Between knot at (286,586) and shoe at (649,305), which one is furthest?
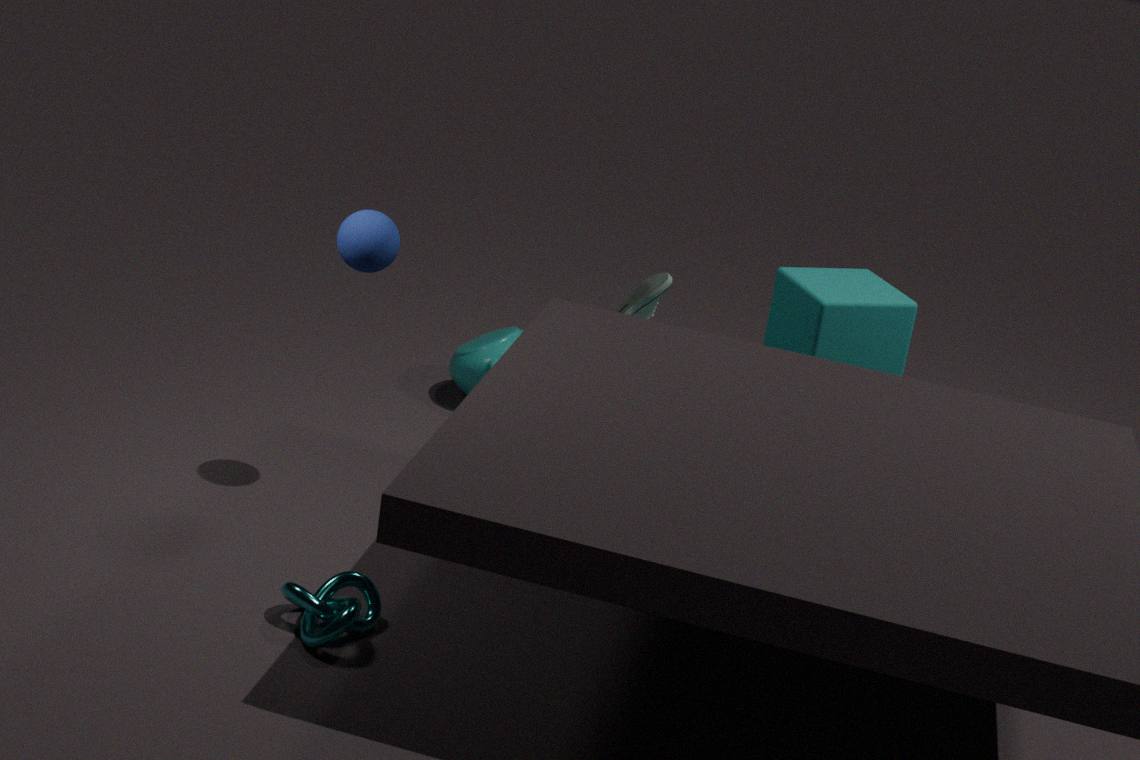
shoe at (649,305)
